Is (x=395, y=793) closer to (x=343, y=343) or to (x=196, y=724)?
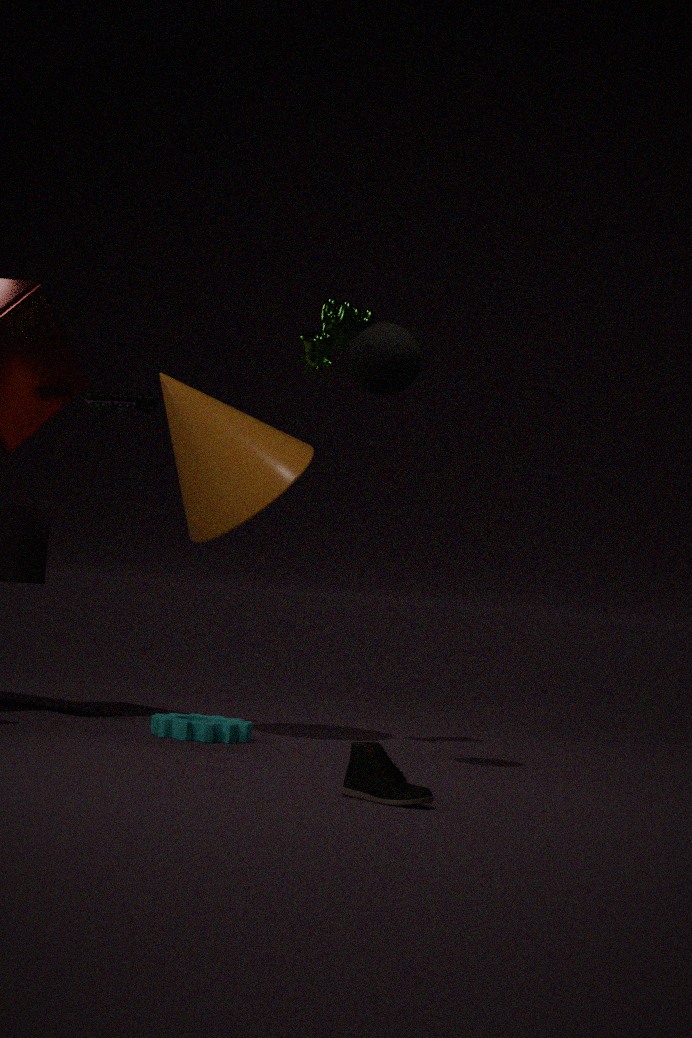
(x=196, y=724)
